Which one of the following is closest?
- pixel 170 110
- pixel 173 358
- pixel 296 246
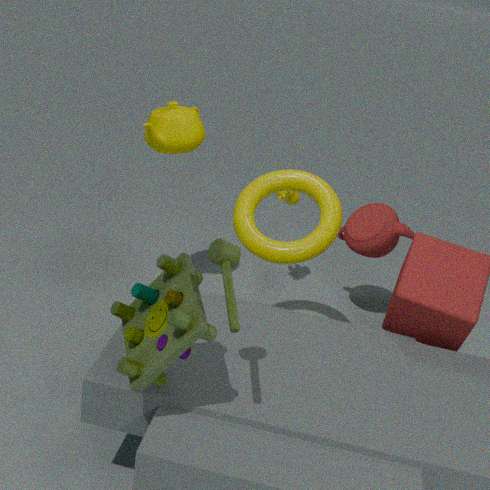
pixel 173 358
